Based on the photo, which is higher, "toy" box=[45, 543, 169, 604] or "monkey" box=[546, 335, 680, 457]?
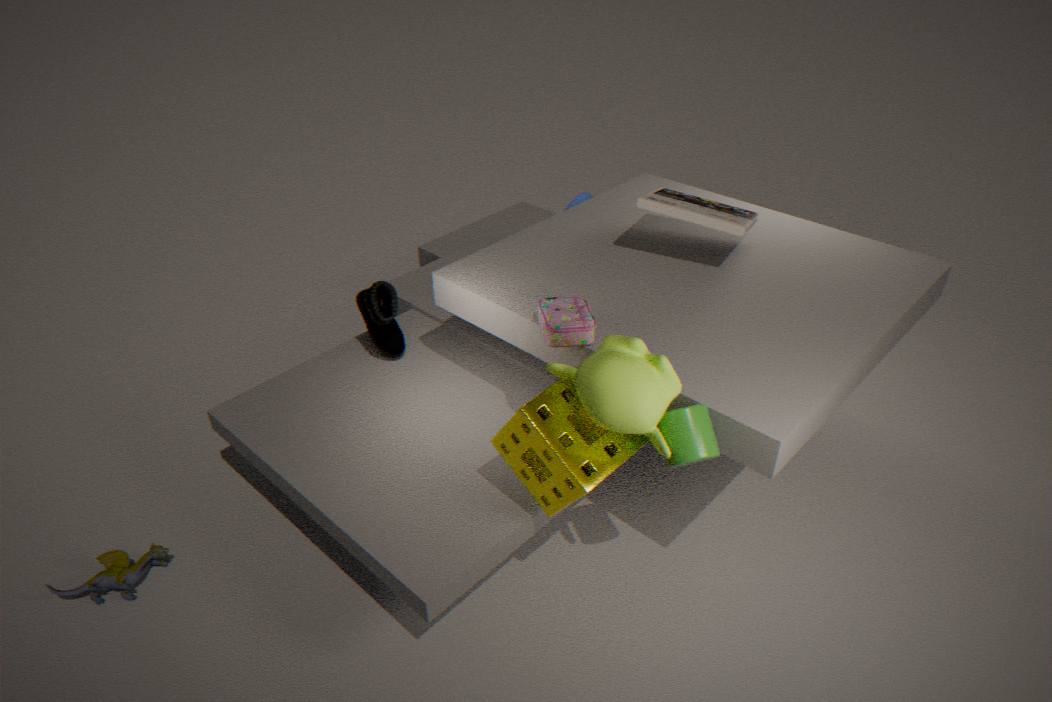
"monkey" box=[546, 335, 680, 457]
